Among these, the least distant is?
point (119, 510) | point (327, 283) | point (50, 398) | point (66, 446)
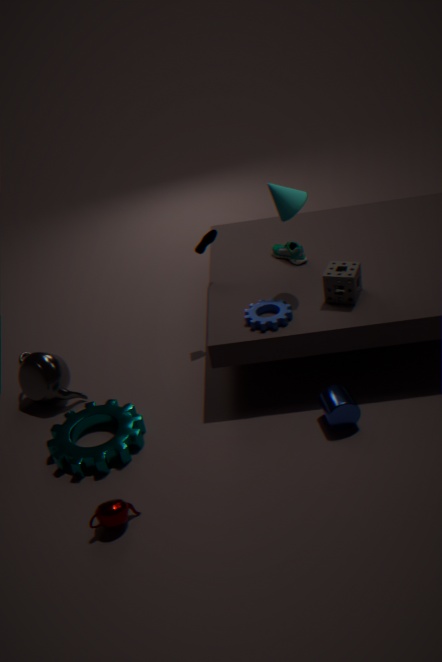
point (119, 510)
